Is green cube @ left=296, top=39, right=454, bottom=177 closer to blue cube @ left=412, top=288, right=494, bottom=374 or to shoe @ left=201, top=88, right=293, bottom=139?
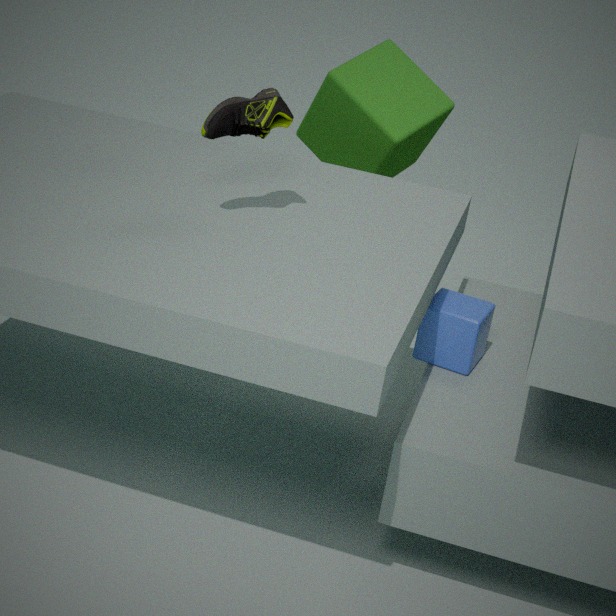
blue cube @ left=412, top=288, right=494, bottom=374
